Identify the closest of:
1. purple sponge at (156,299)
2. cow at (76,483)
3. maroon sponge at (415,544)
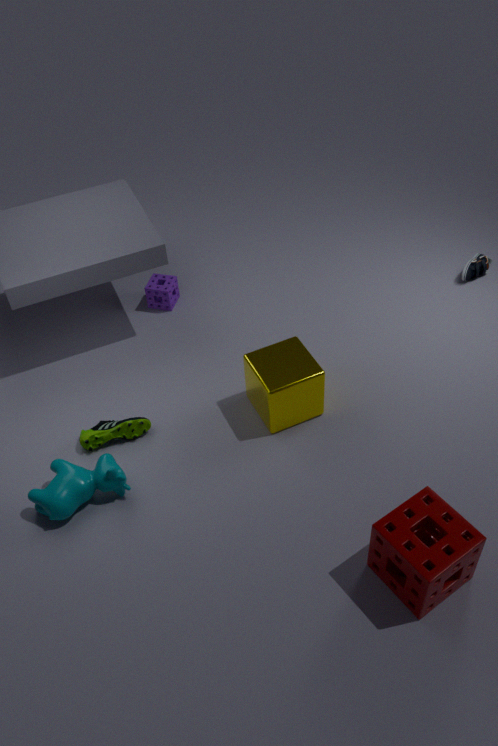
maroon sponge at (415,544)
